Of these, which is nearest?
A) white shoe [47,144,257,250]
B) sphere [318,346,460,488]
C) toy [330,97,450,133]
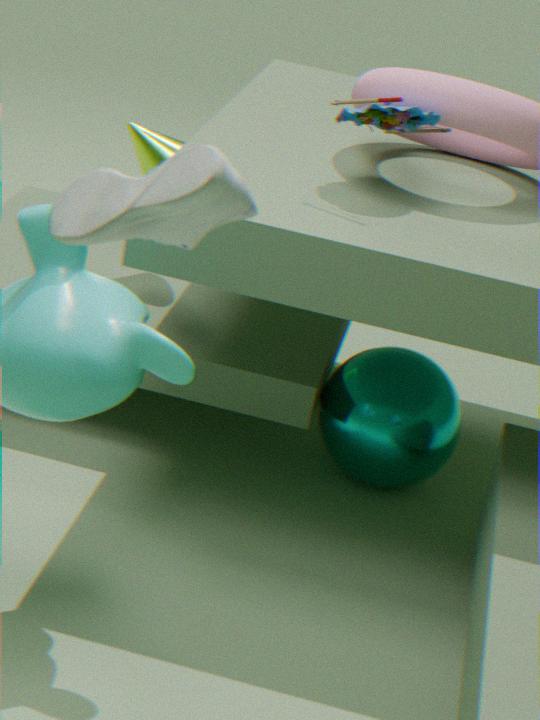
white shoe [47,144,257,250]
